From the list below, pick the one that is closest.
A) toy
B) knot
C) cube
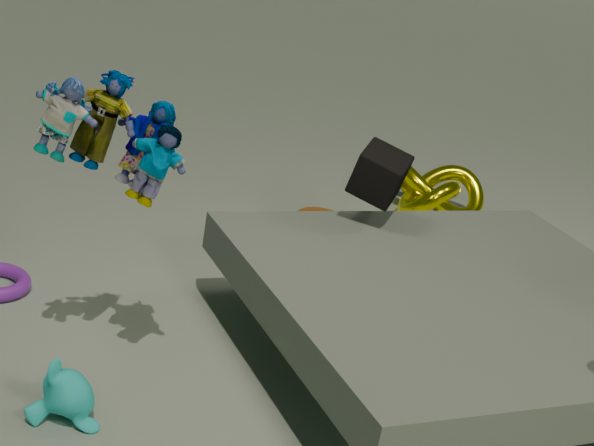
toy
